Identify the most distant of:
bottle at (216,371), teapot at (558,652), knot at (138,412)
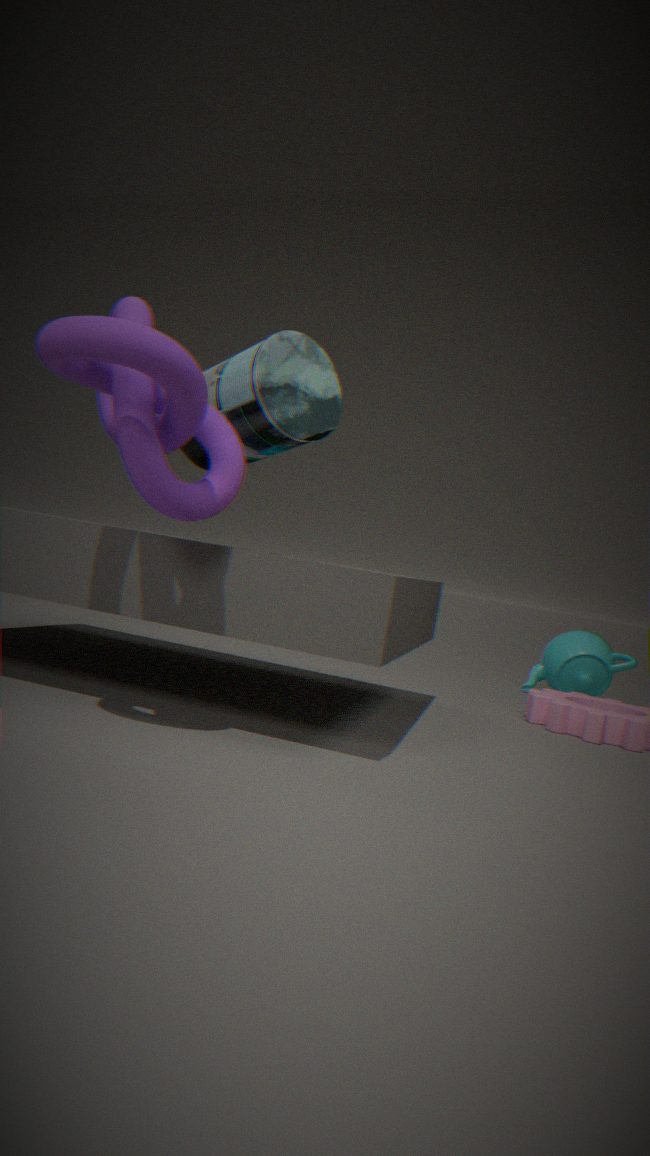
teapot at (558,652)
